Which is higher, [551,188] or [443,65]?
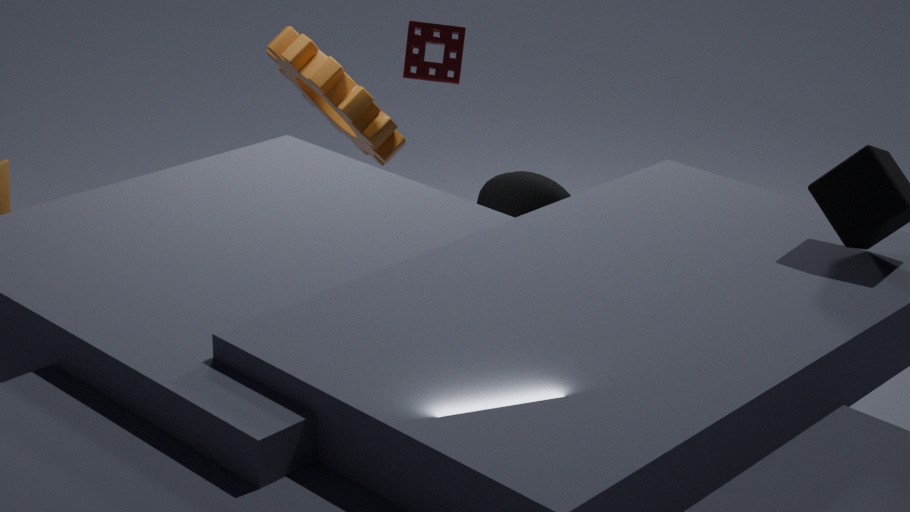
[443,65]
